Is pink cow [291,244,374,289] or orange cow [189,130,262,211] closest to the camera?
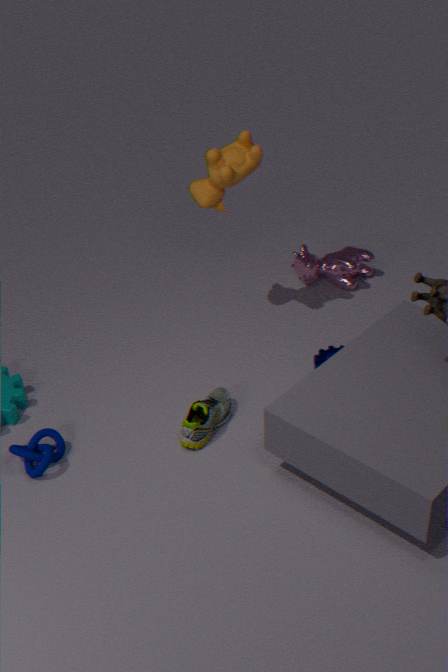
orange cow [189,130,262,211]
